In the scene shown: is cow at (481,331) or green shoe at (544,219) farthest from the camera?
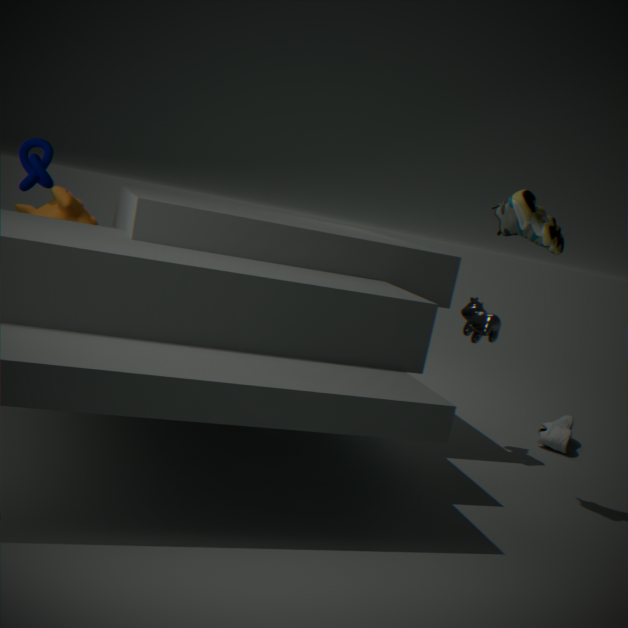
cow at (481,331)
